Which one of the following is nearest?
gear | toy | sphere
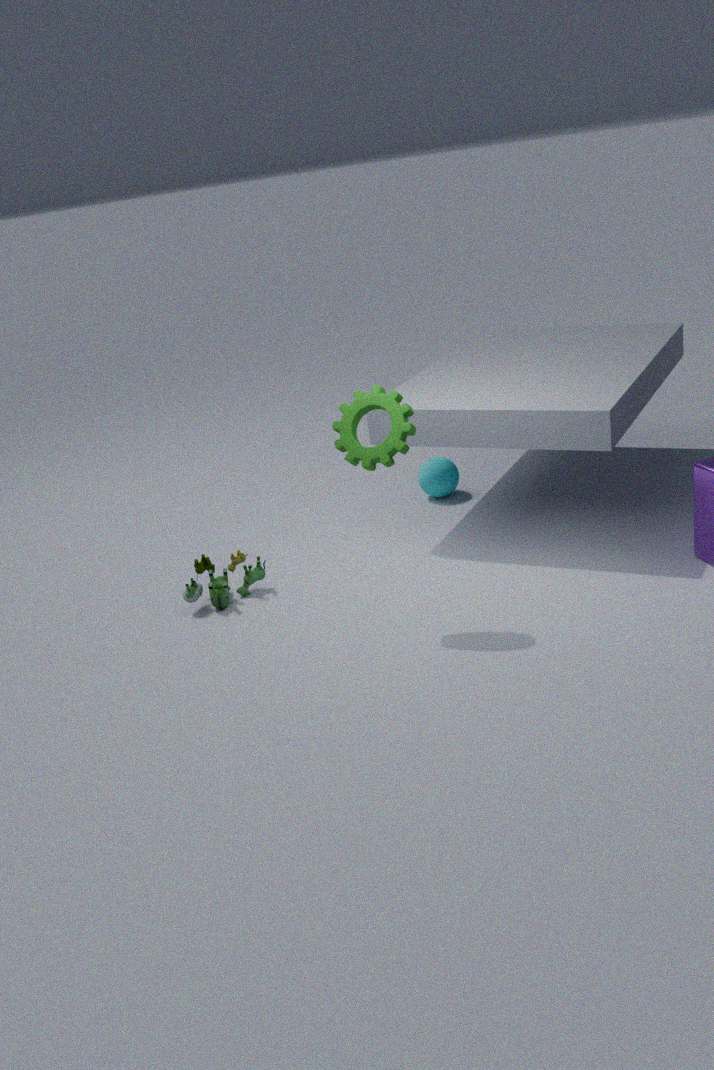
gear
